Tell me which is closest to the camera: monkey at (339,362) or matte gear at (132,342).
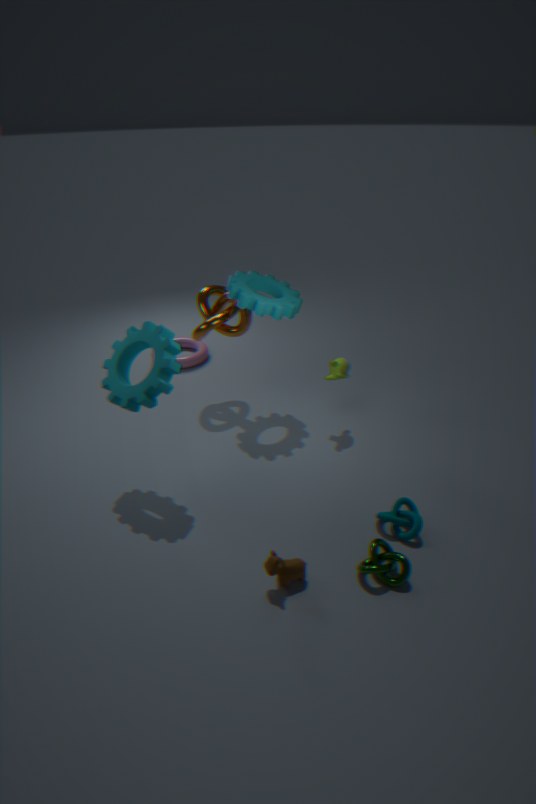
matte gear at (132,342)
